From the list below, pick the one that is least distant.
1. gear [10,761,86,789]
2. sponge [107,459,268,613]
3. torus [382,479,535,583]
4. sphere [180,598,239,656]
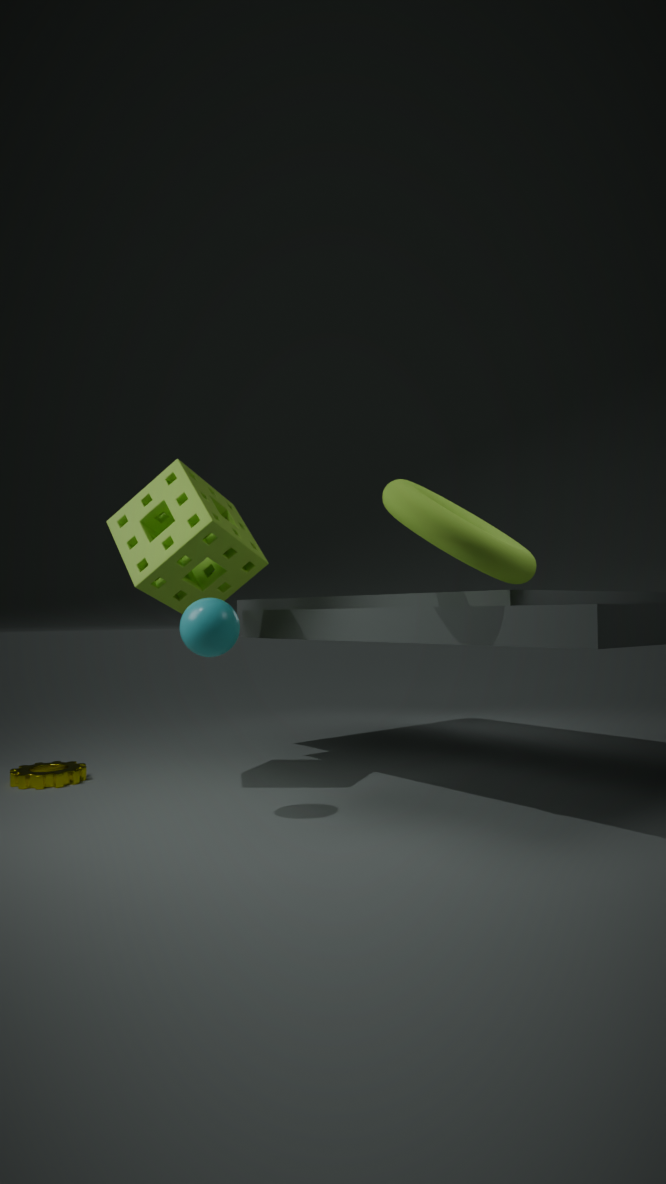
torus [382,479,535,583]
